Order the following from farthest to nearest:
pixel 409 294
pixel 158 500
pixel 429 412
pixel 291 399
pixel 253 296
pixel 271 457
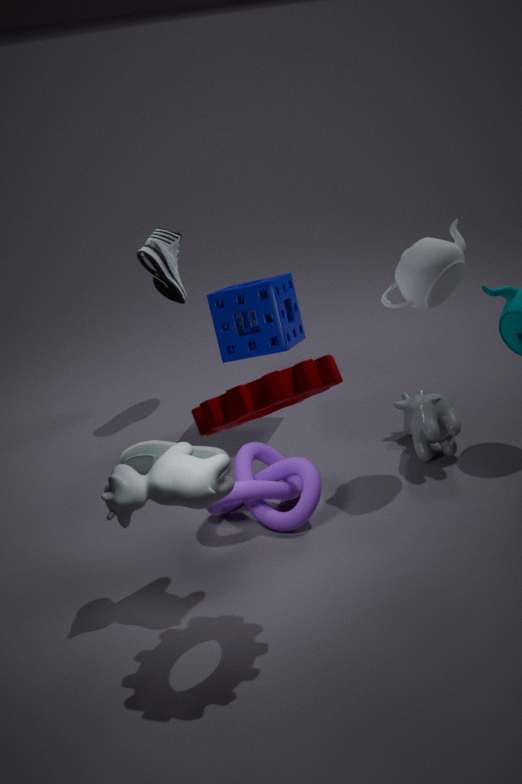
1. pixel 253 296
2. pixel 271 457
3. pixel 429 412
4. pixel 409 294
5. pixel 158 500
6. pixel 291 399
